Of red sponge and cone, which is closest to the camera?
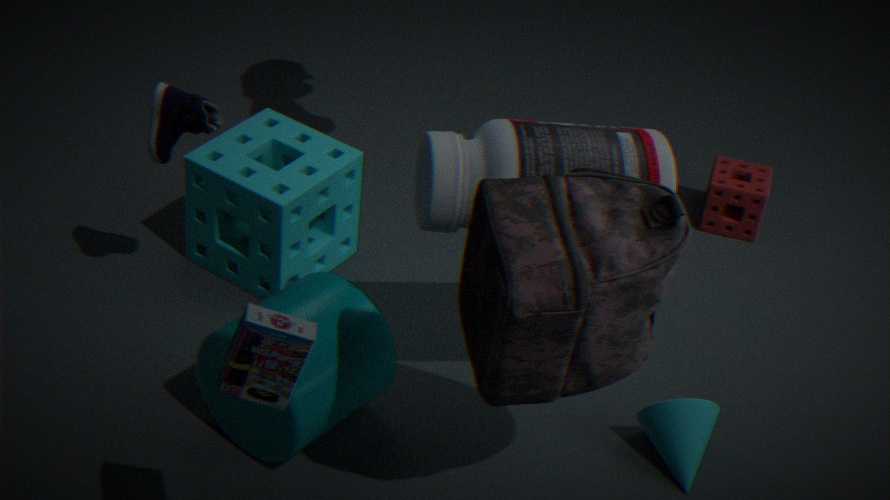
cone
